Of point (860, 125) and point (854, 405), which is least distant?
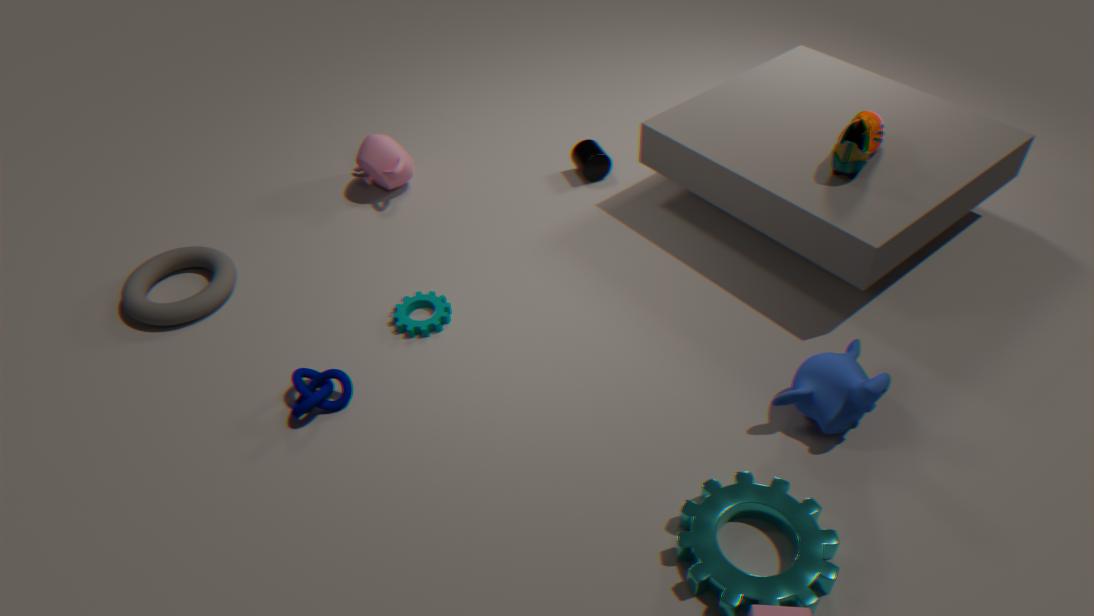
point (854, 405)
